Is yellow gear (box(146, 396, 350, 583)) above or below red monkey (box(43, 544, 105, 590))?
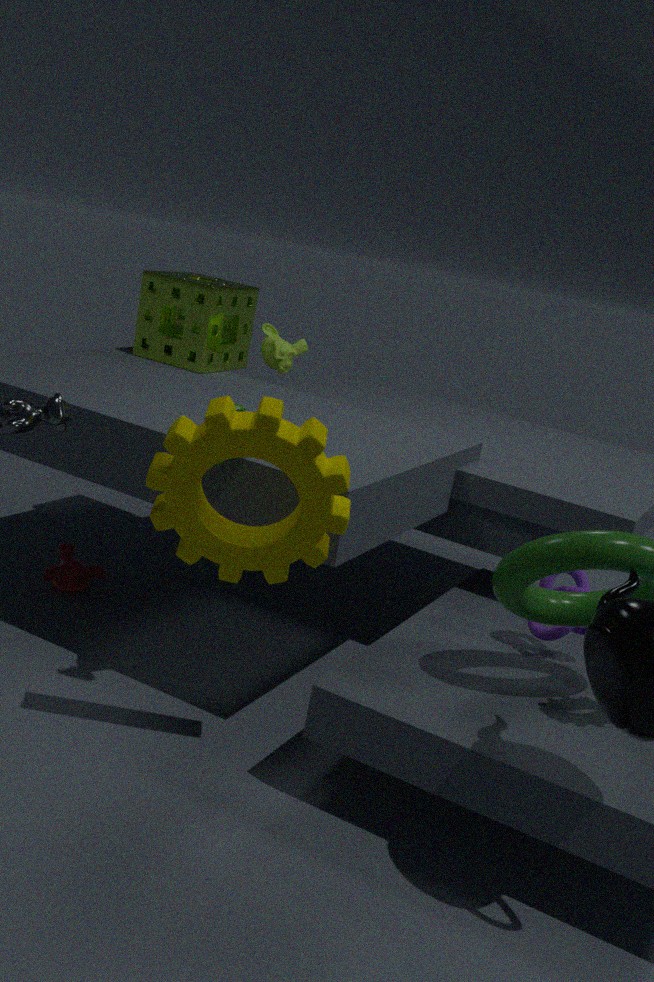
above
